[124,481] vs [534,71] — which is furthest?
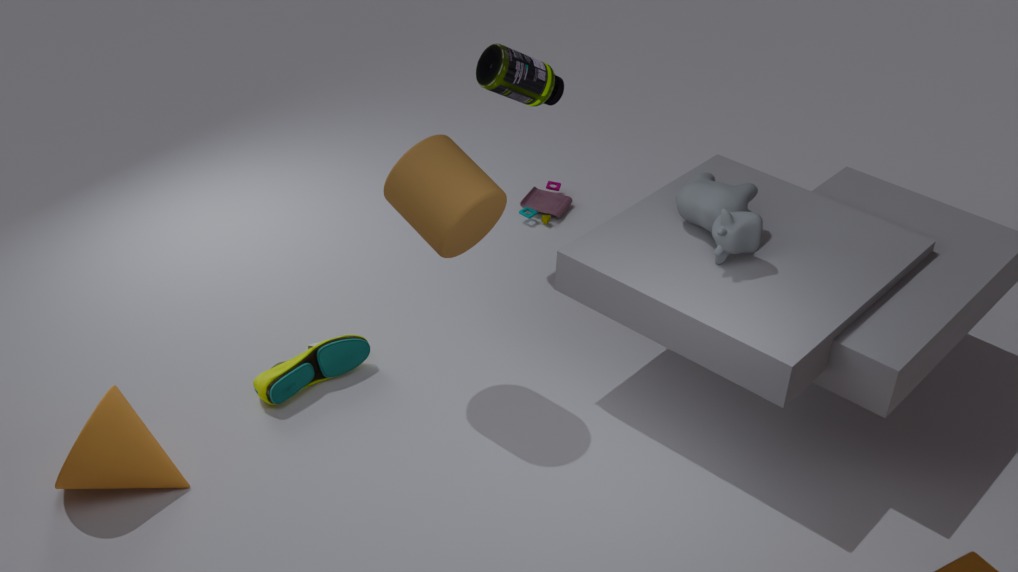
[534,71]
